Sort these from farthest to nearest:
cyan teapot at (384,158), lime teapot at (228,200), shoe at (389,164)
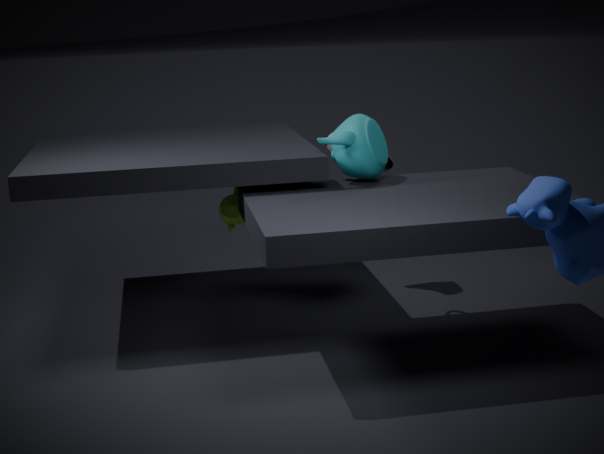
Result: shoe at (389,164), lime teapot at (228,200), cyan teapot at (384,158)
